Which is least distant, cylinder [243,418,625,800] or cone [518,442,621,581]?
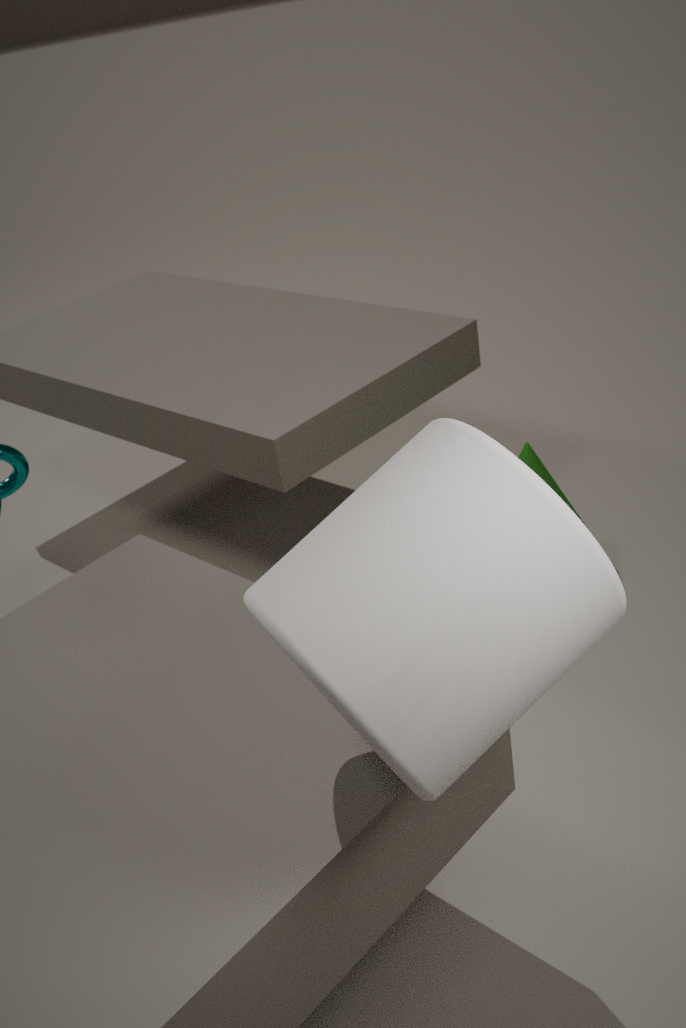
cylinder [243,418,625,800]
